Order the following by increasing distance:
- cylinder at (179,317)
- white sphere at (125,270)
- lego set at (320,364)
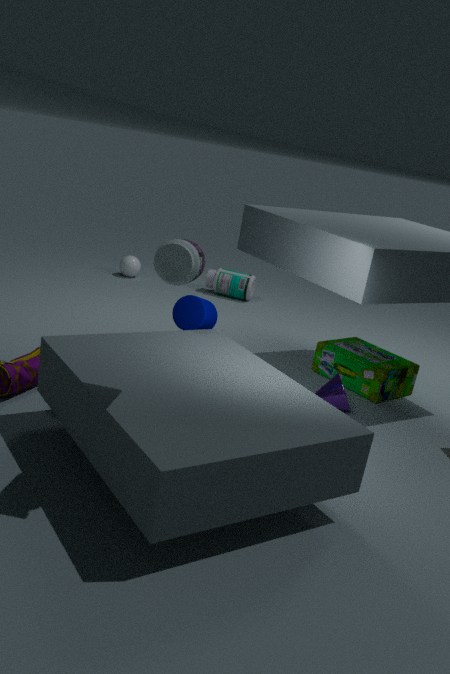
cylinder at (179,317)
lego set at (320,364)
white sphere at (125,270)
